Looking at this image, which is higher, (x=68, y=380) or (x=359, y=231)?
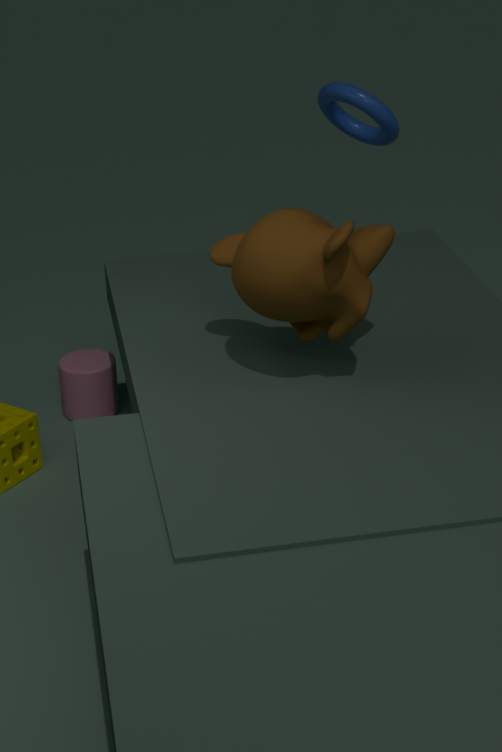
(x=359, y=231)
